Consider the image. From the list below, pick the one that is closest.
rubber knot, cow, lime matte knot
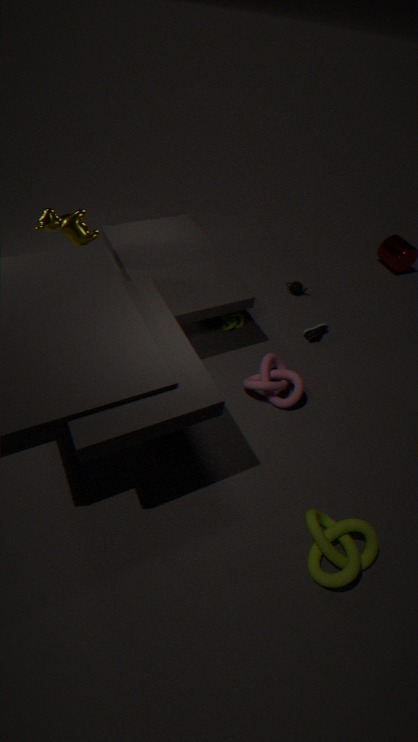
lime matte knot
